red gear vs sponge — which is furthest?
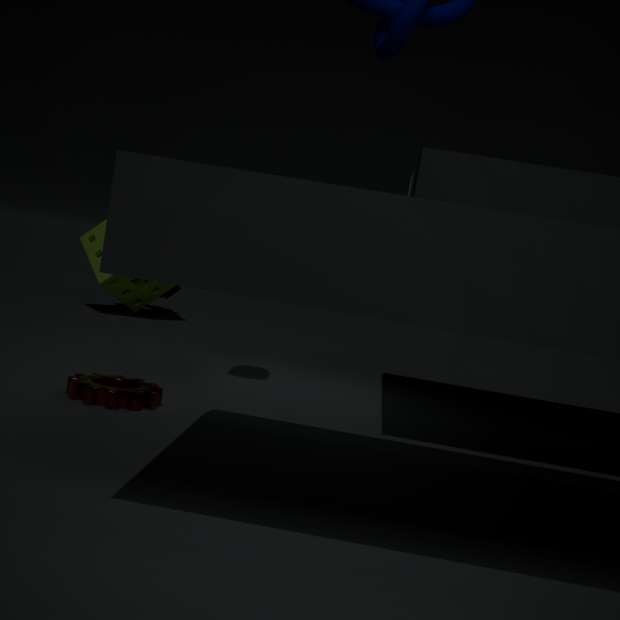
sponge
